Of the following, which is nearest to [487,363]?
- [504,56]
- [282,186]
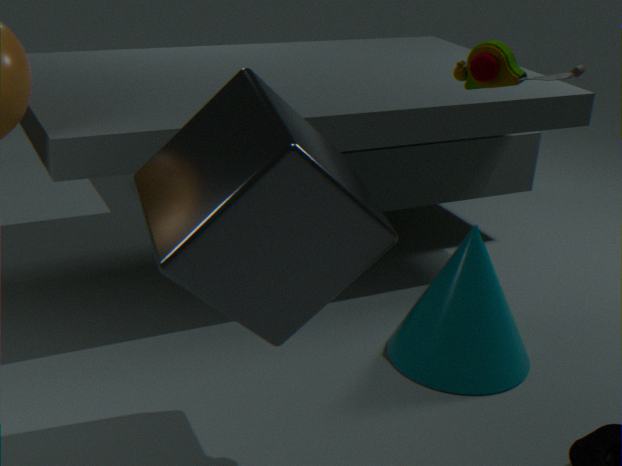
[282,186]
